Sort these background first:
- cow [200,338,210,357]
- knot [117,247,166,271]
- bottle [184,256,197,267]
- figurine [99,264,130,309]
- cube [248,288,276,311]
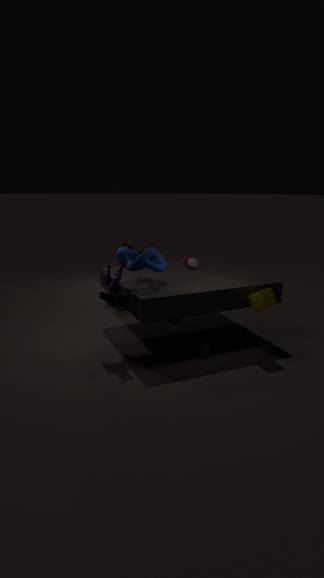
bottle [184,256,197,267] → cow [200,338,210,357] → cube [248,288,276,311] → knot [117,247,166,271] → figurine [99,264,130,309]
